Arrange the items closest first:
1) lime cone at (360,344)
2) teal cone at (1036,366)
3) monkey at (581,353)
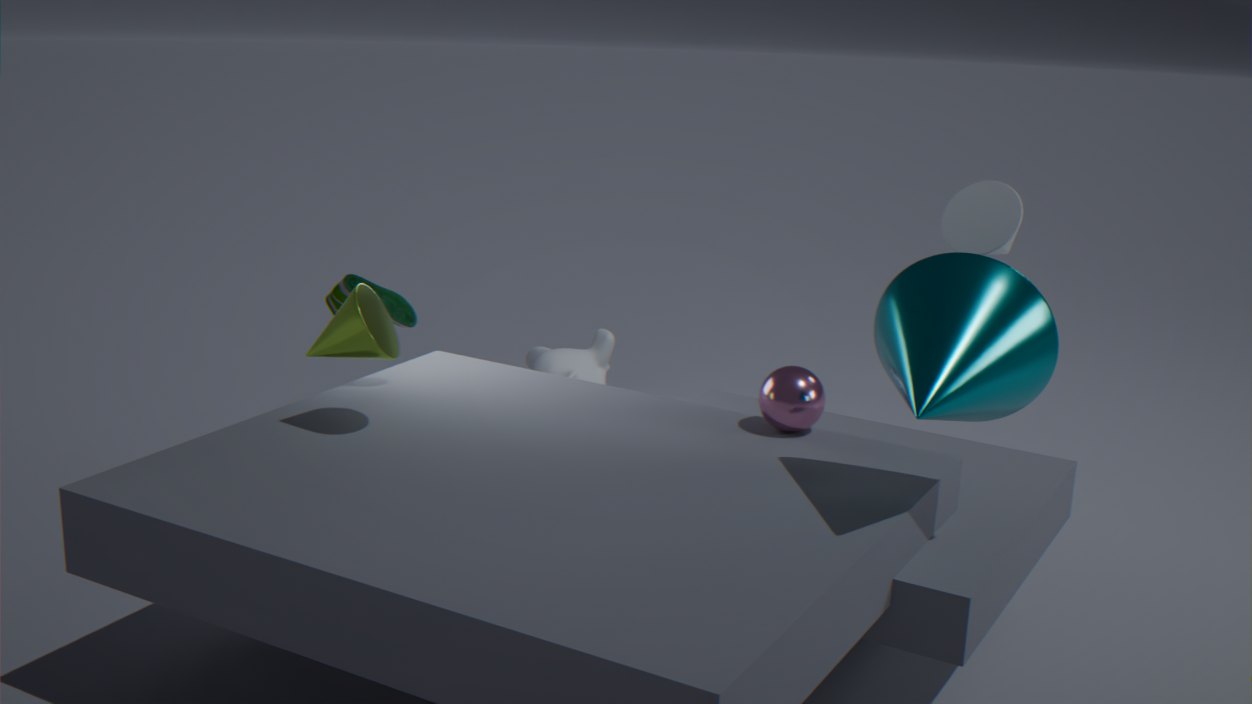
2. teal cone at (1036,366) < 1. lime cone at (360,344) < 3. monkey at (581,353)
